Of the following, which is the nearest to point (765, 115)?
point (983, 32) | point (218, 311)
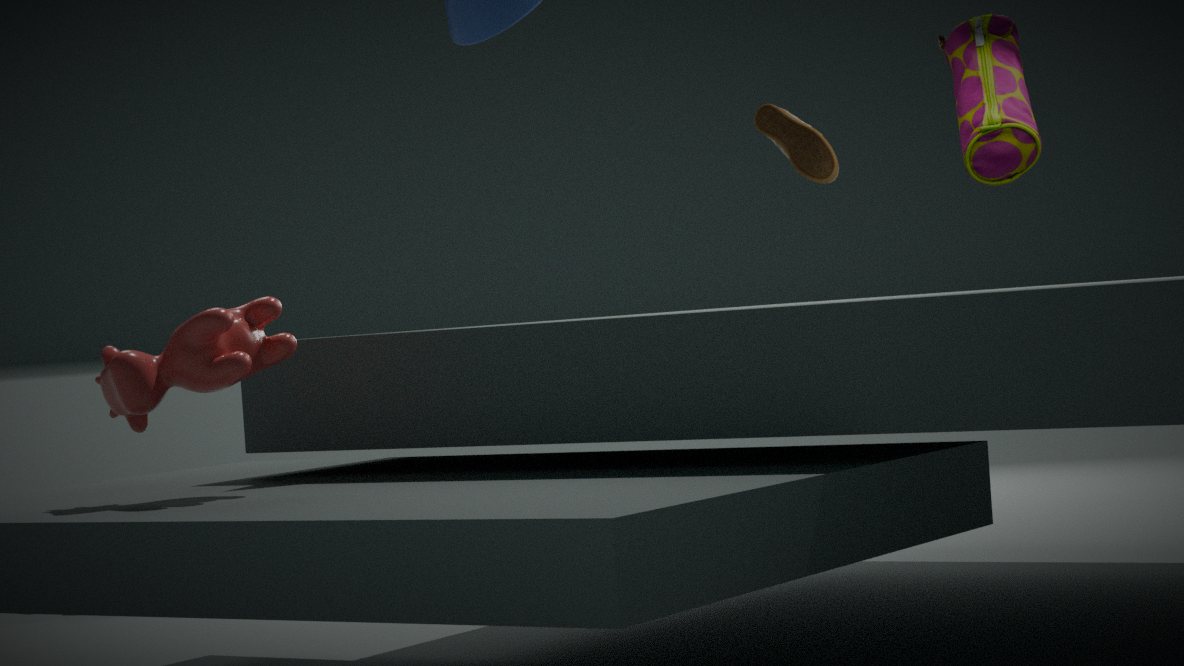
point (983, 32)
